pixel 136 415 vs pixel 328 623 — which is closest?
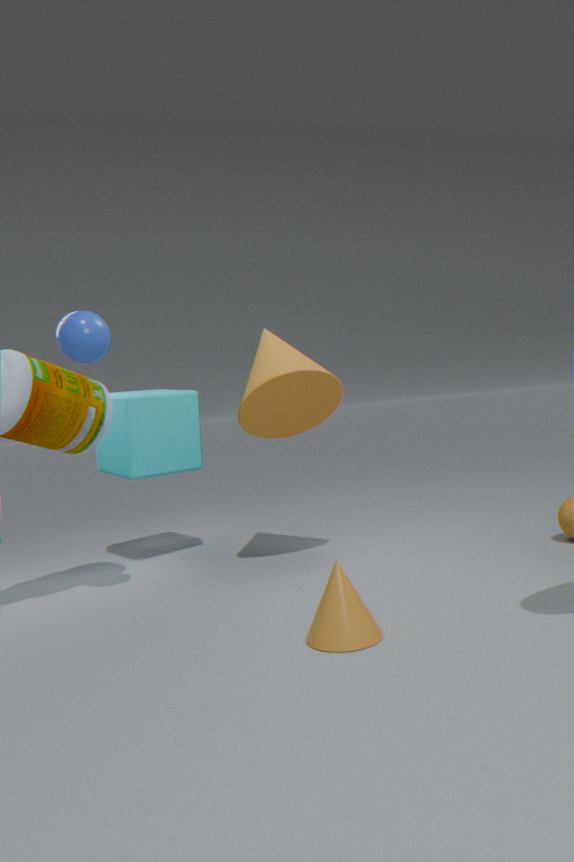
pixel 328 623
